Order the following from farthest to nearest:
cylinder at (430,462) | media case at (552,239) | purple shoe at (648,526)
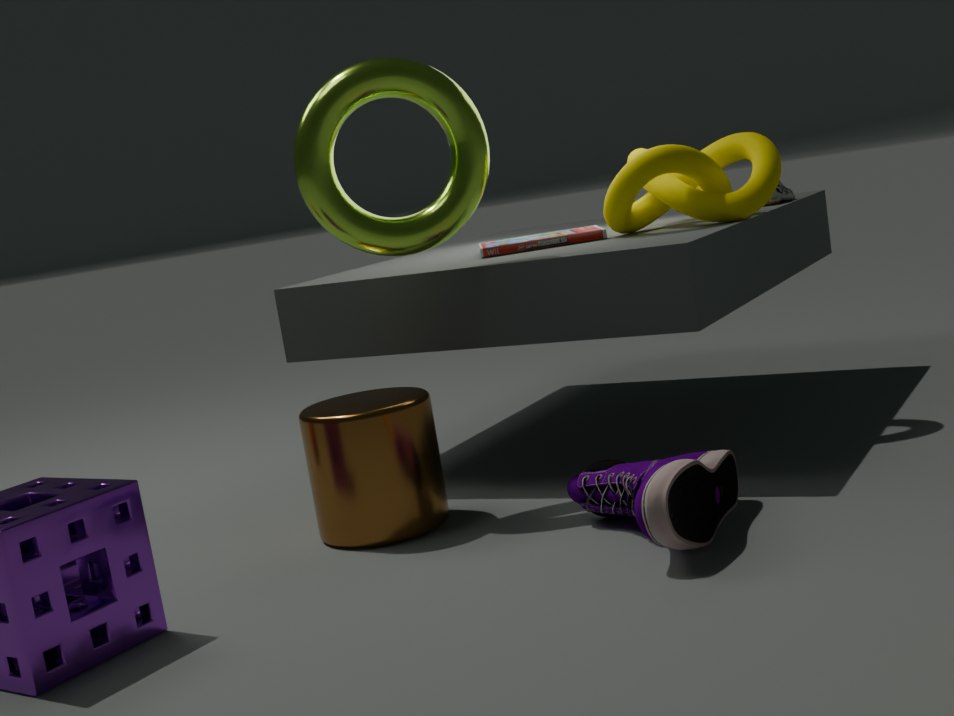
media case at (552,239) → cylinder at (430,462) → purple shoe at (648,526)
